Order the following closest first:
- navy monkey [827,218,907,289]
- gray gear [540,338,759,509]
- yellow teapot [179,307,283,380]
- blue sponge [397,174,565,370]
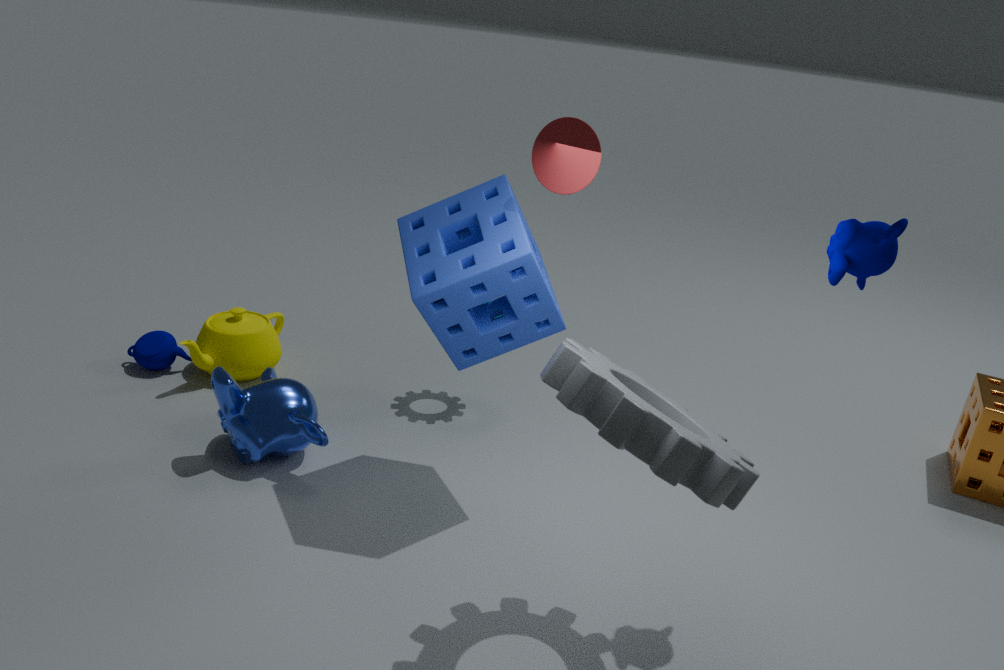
gray gear [540,338,759,509] → navy monkey [827,218,907,289] → blue sponge [397,174,565,370] → yellow teapot [179,307,283,380]
